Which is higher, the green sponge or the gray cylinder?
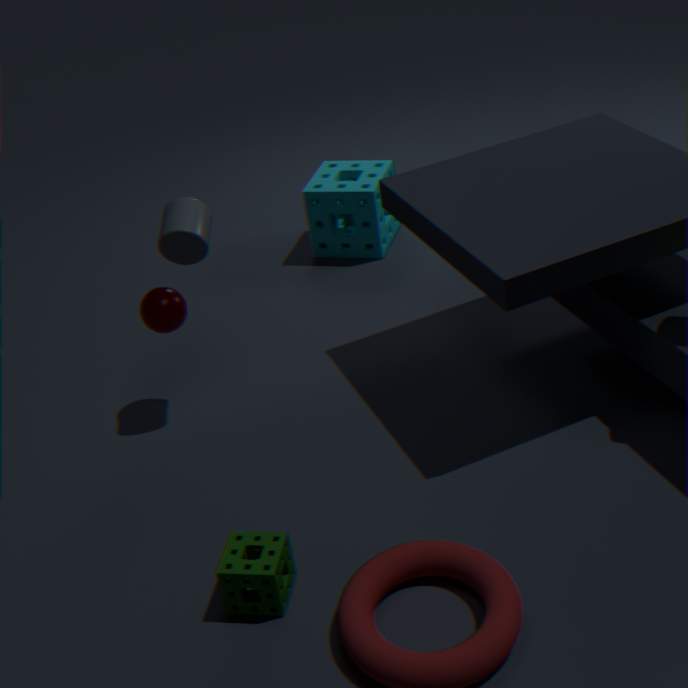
the gray cylinder
